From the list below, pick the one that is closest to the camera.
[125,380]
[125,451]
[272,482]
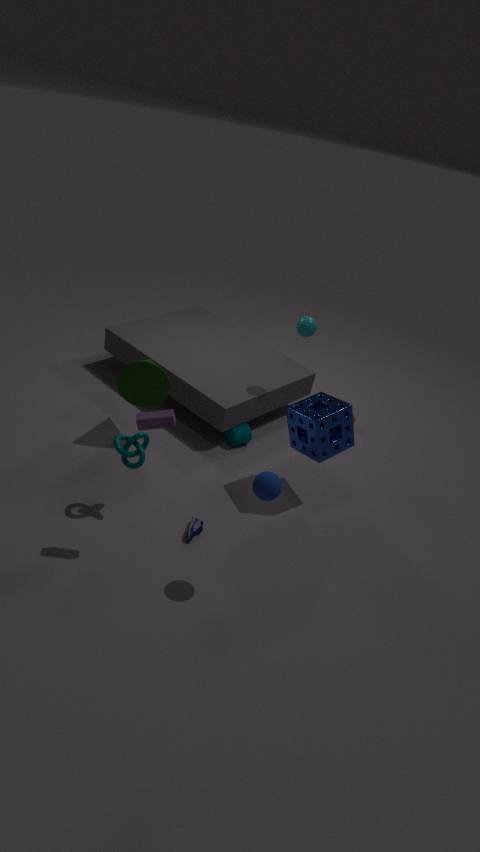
[272,482]
